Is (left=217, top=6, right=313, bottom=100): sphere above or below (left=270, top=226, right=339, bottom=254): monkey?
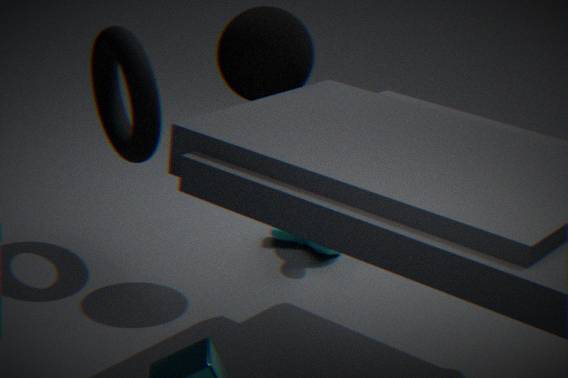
above
